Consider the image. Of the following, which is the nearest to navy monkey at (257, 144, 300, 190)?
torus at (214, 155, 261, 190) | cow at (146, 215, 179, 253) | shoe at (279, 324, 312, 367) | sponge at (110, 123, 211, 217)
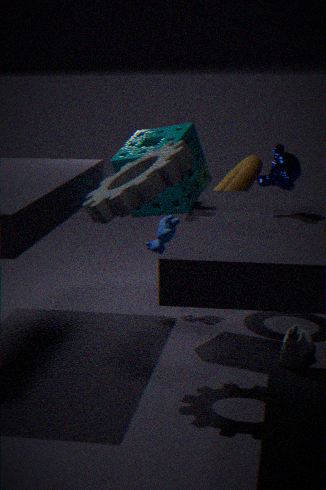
sponge at (110, 123, 211, 217)
